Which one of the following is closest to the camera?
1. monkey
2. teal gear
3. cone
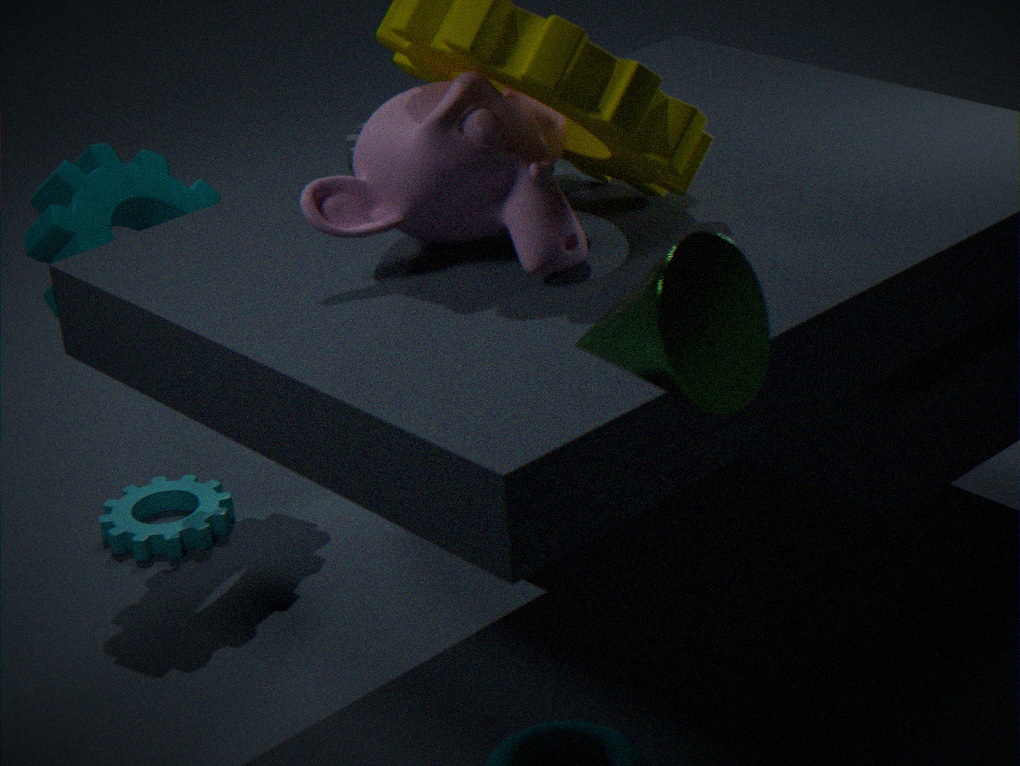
cone
